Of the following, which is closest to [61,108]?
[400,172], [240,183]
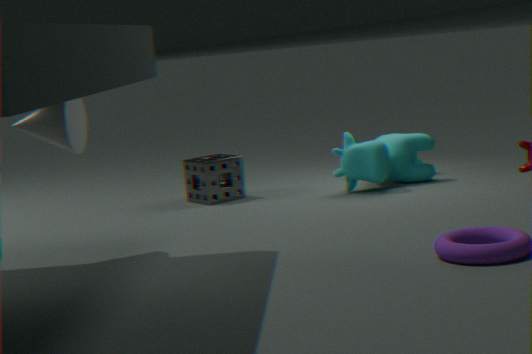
[240,183]
